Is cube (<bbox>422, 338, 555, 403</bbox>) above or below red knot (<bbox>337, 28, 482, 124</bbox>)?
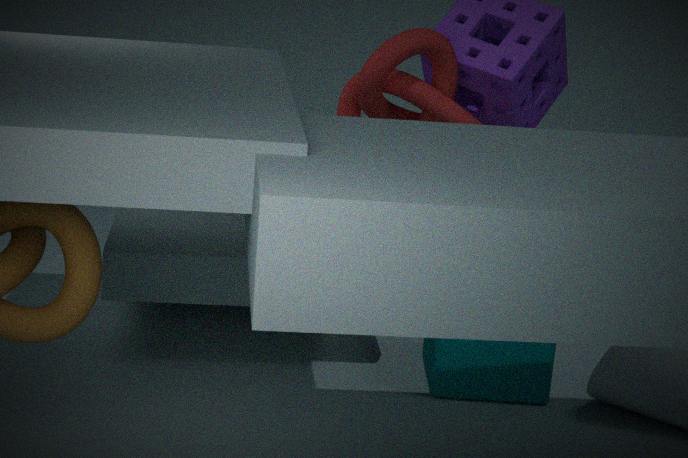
below
